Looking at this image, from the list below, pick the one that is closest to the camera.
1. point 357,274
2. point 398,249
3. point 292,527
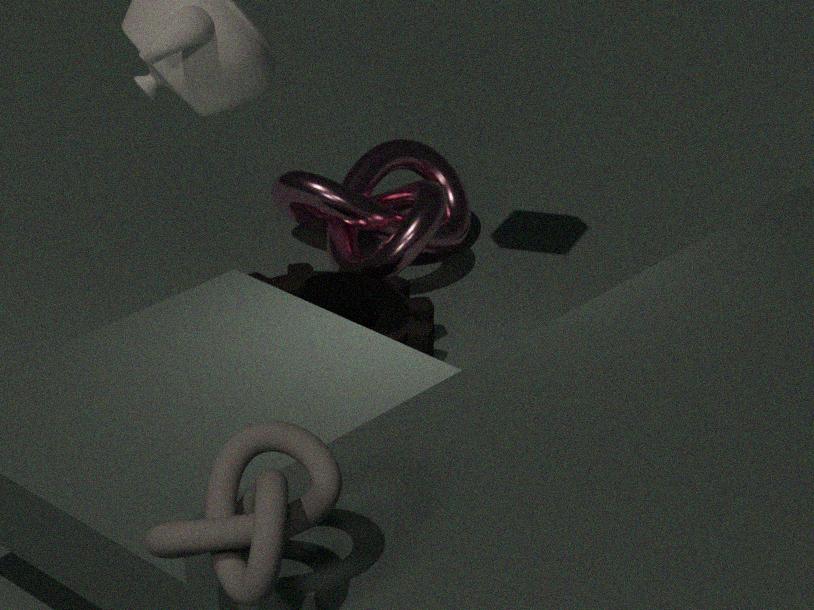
point 292,527
